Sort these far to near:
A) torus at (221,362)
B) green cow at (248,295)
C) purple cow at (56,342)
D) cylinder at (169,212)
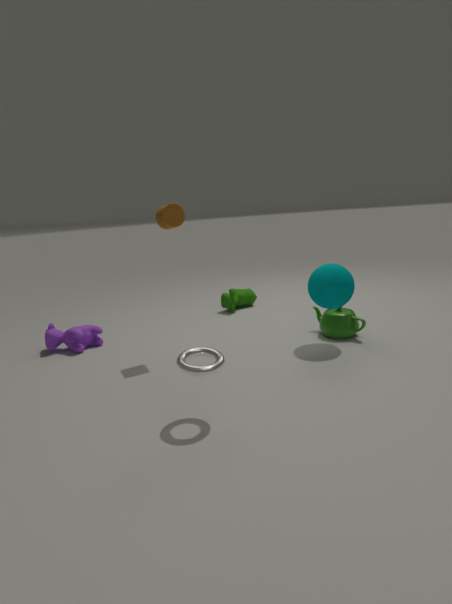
B. green cow at (248,295)
C. purple cow at (56,342)
D. cylinder at (169,212)
A. torus at (221,362)
